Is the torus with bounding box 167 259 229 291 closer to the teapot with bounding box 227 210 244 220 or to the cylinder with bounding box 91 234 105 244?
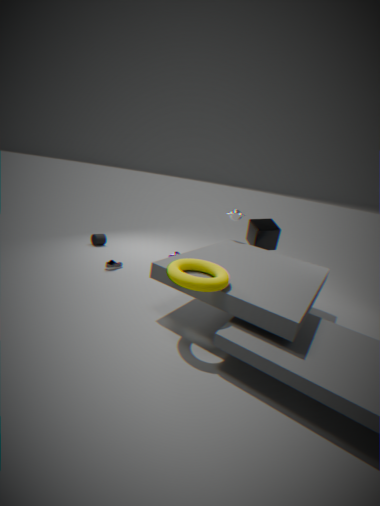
the teapot with bounding box 227 210 244 220
